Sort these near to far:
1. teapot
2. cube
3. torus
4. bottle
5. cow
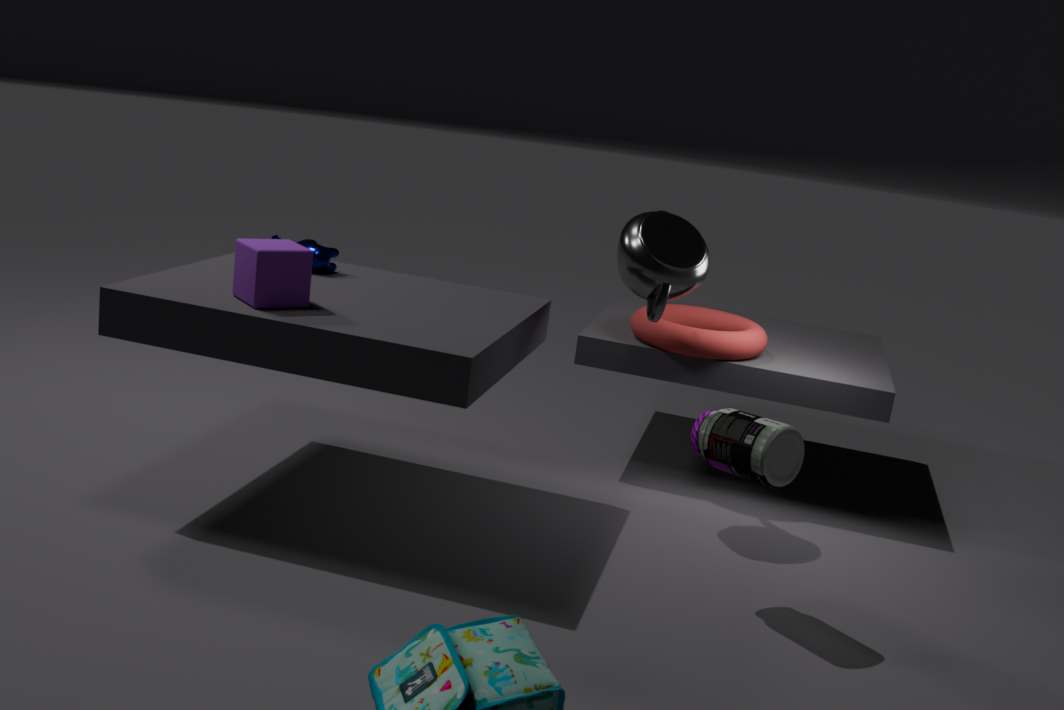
bottle
cube
teapot
cow
torus
